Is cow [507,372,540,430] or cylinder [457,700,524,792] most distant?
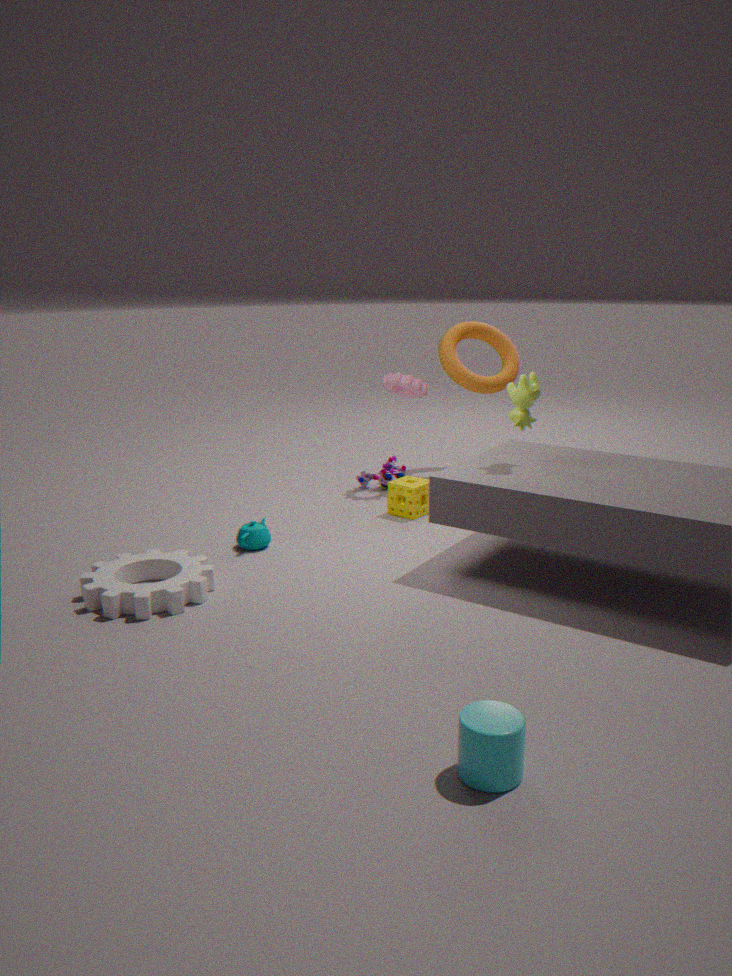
cow [507,372,540,430]
